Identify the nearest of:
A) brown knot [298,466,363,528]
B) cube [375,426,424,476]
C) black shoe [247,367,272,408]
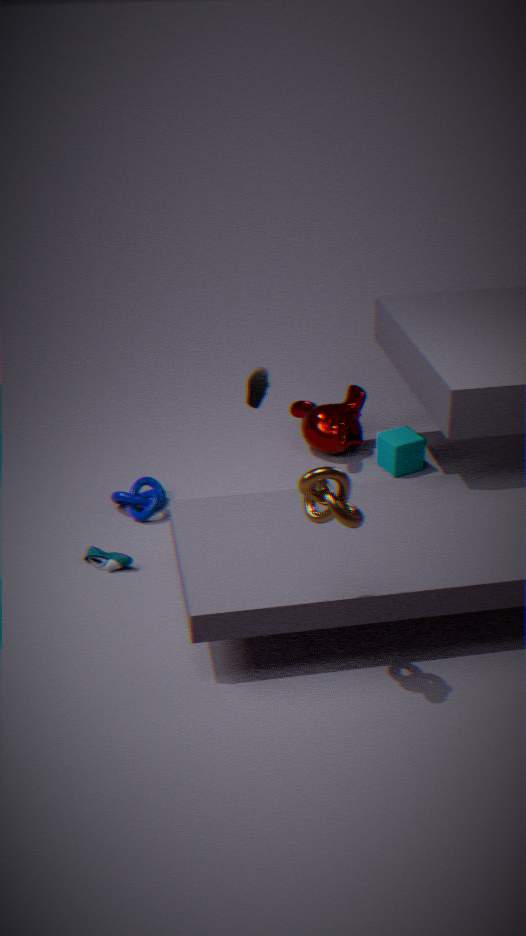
brown knot [298,466,363,528]
